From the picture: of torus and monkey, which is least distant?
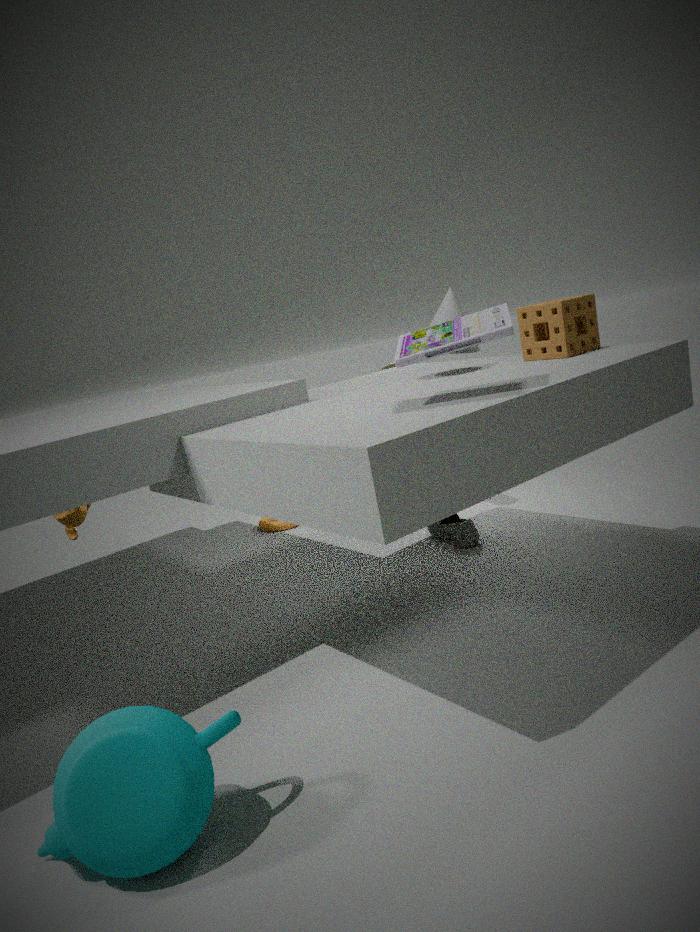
monkey
